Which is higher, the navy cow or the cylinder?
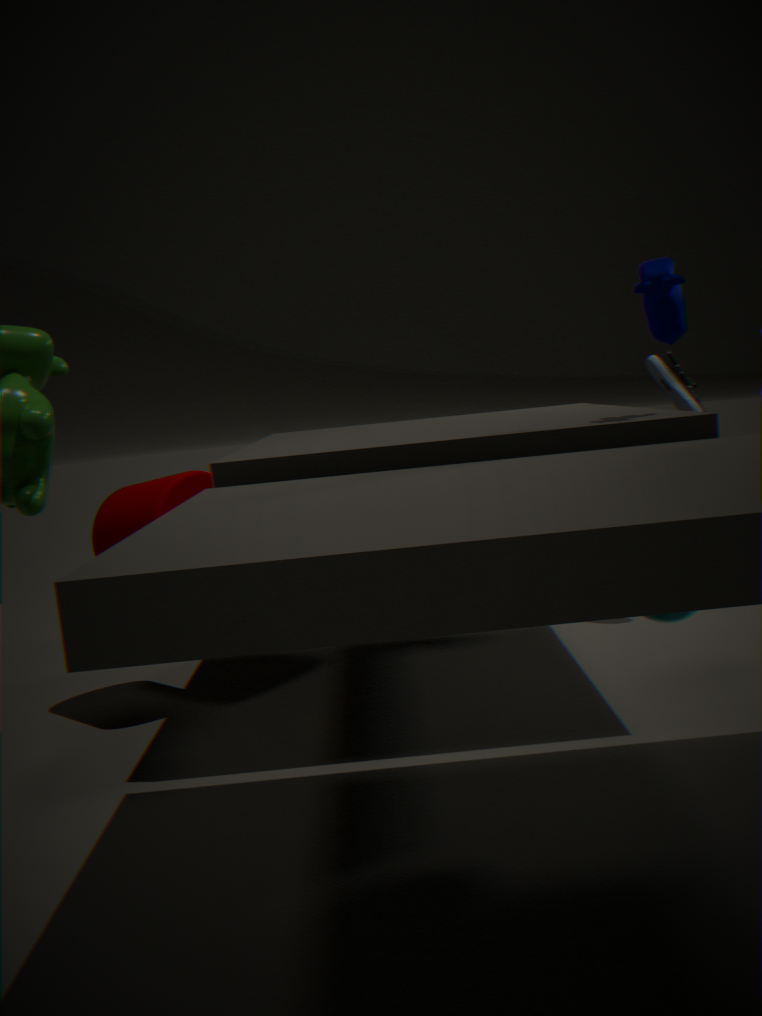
the navy cow
